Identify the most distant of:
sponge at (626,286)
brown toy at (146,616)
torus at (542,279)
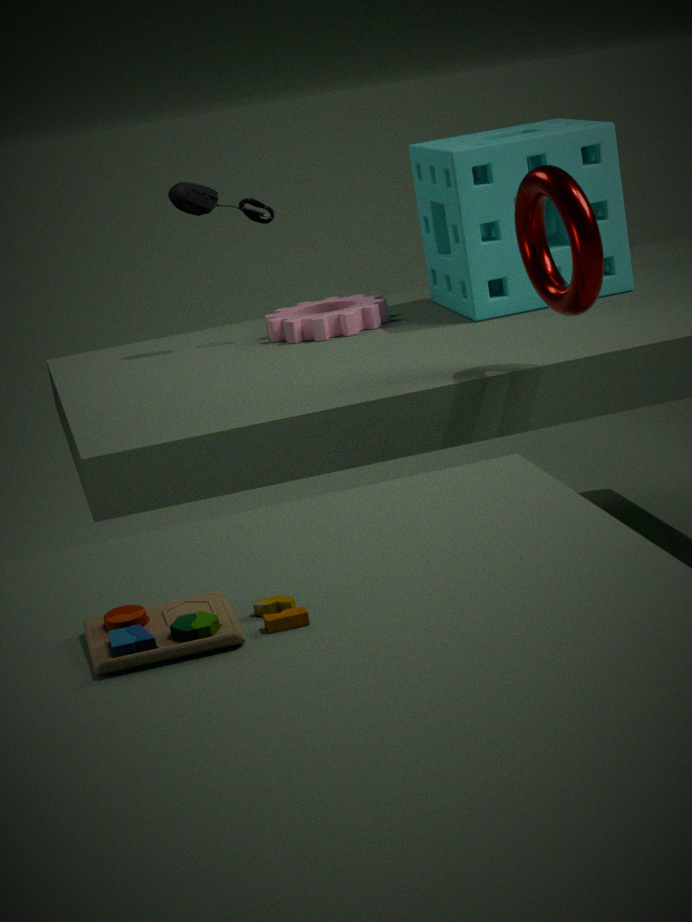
sponge at (626,286)
